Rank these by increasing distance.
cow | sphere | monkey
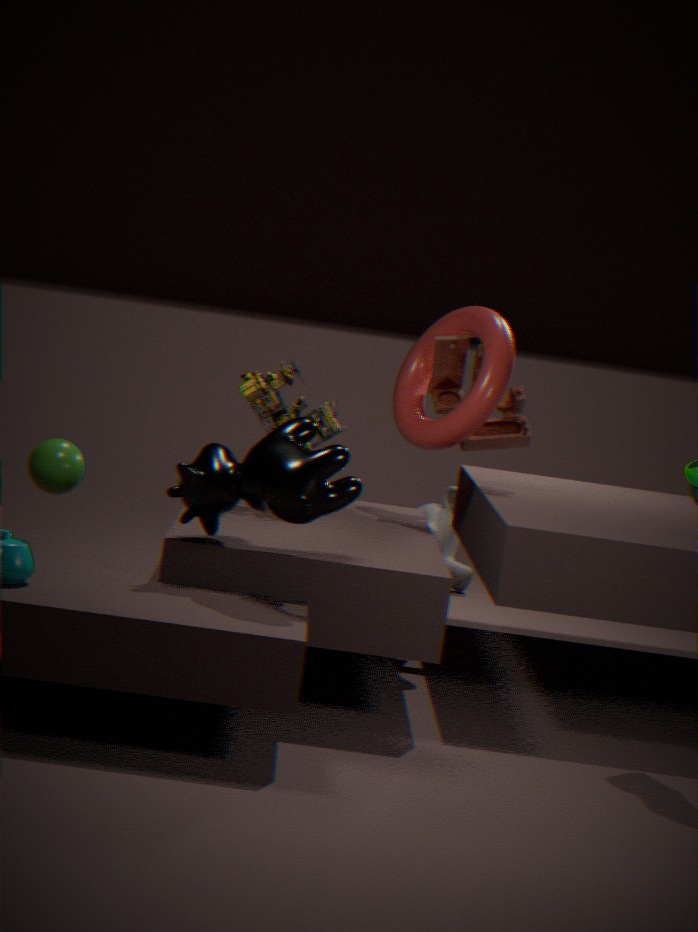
1. cow
2. sphere
3. monkey
